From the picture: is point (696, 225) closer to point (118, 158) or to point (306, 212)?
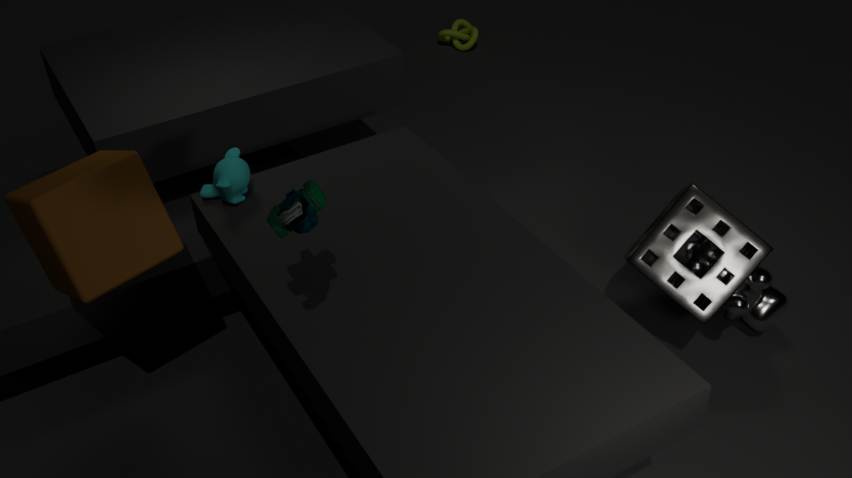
point (306, 212)
